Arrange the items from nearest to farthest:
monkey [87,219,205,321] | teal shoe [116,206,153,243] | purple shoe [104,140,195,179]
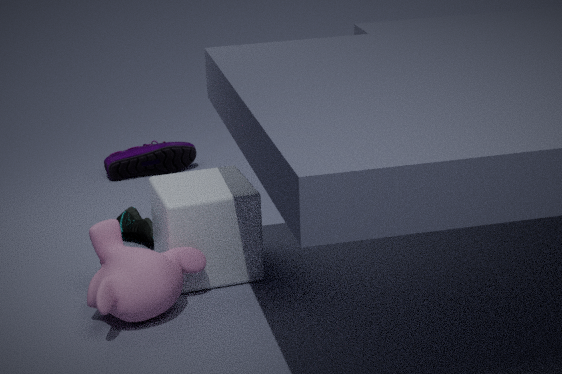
monkey [87,219,205,321] < teal shoe [116,206,153,243] < purple shoe [104,140,195,179]
